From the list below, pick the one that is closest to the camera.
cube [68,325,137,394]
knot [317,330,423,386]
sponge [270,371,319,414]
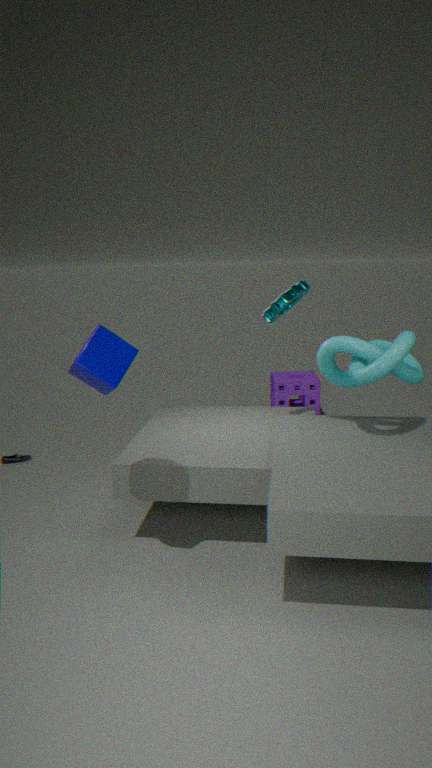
cube [68,325,137,394]
